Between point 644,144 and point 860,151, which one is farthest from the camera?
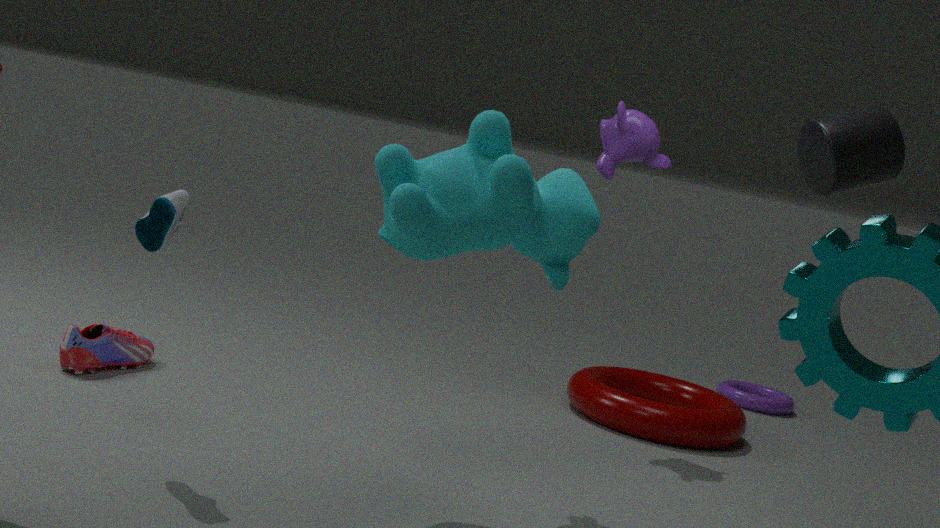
point 644,144
